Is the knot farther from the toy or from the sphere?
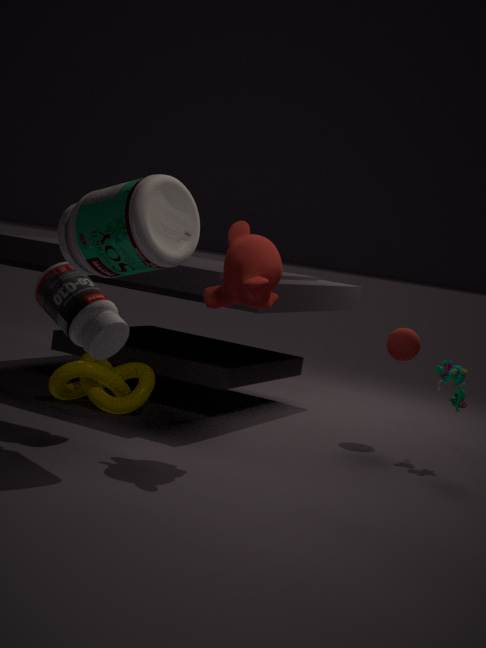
the toy
